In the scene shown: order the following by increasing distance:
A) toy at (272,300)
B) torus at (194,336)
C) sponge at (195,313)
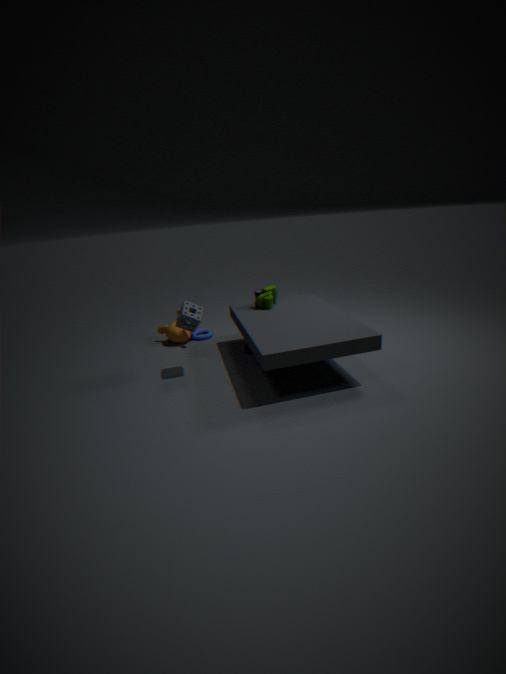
1. sponge at (195,313)
2. toy at (272,300)
3. torus at (194,336)
